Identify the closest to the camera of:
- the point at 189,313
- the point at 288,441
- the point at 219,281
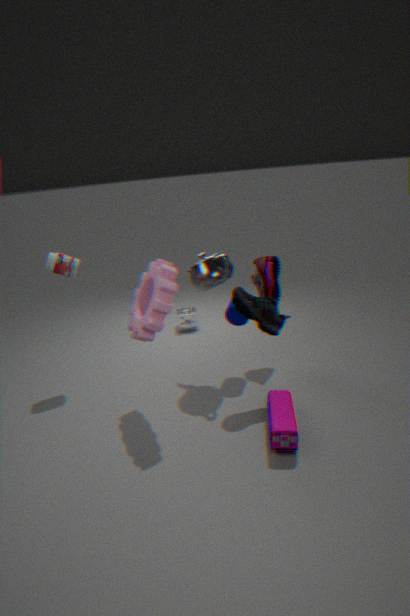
the point at 288,441
